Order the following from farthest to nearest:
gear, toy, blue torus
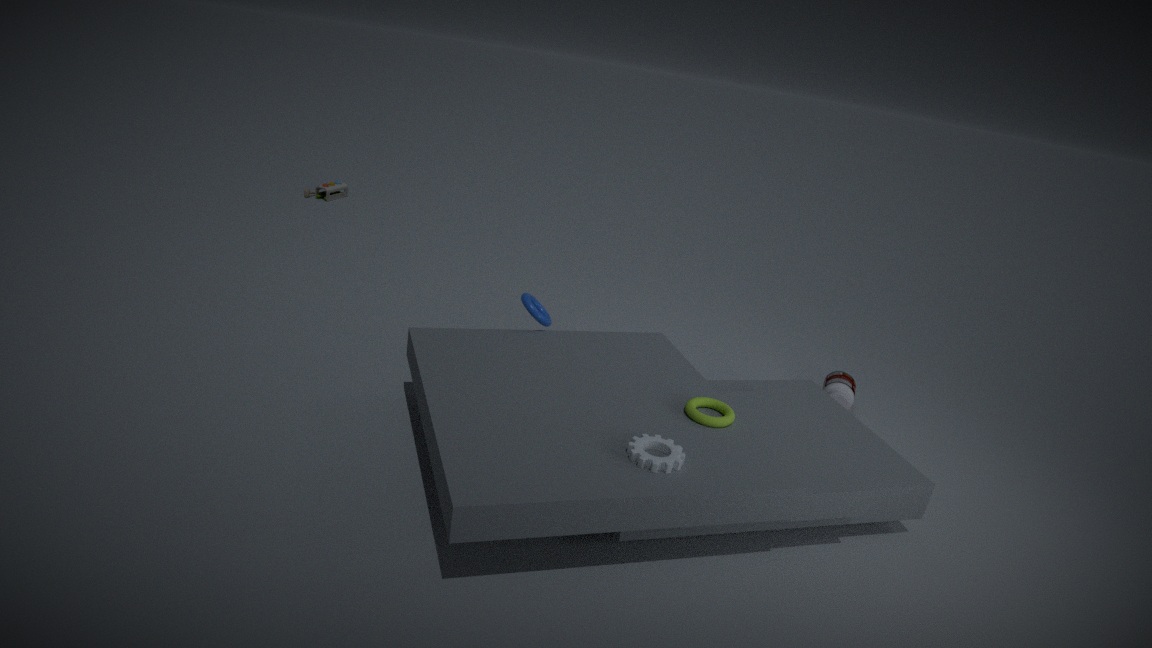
1. toy
2. blue torus
3. gear
